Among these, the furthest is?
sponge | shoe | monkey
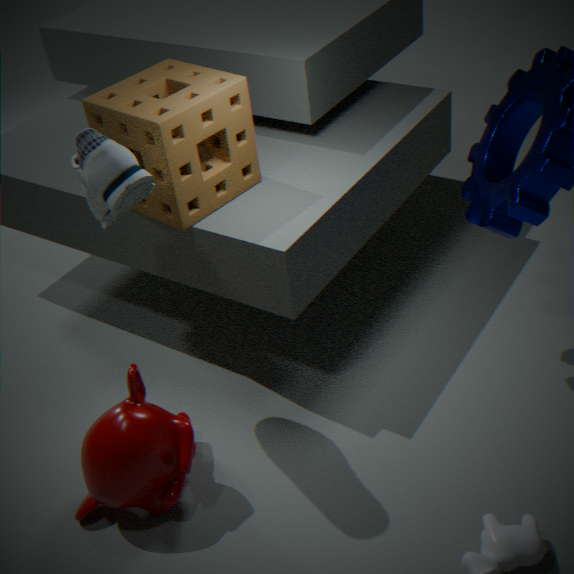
sponge
